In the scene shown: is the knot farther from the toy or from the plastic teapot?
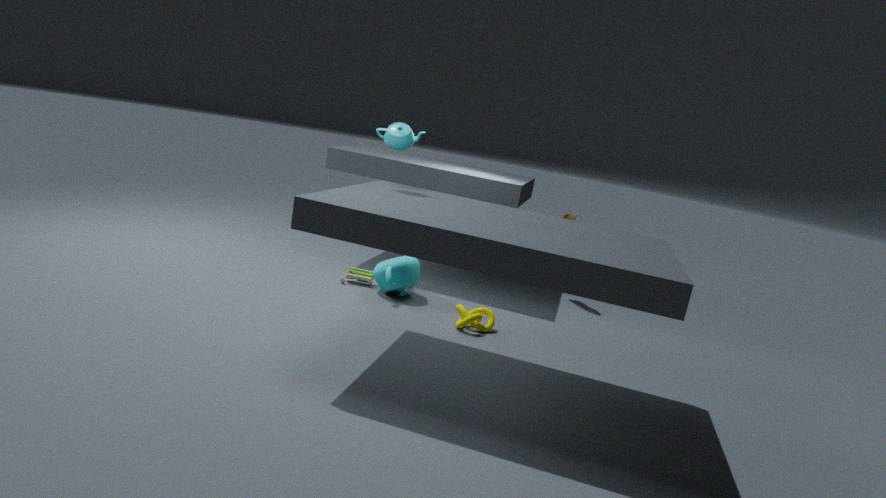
the plastic teapot
